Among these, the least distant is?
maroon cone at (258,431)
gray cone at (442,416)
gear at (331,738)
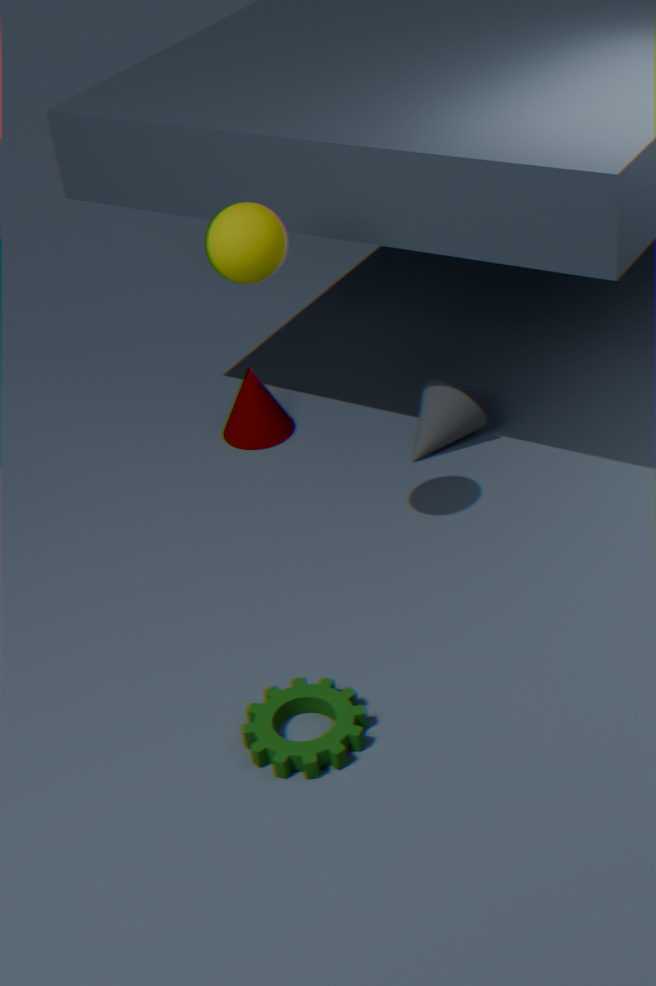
gear at (331,738)
